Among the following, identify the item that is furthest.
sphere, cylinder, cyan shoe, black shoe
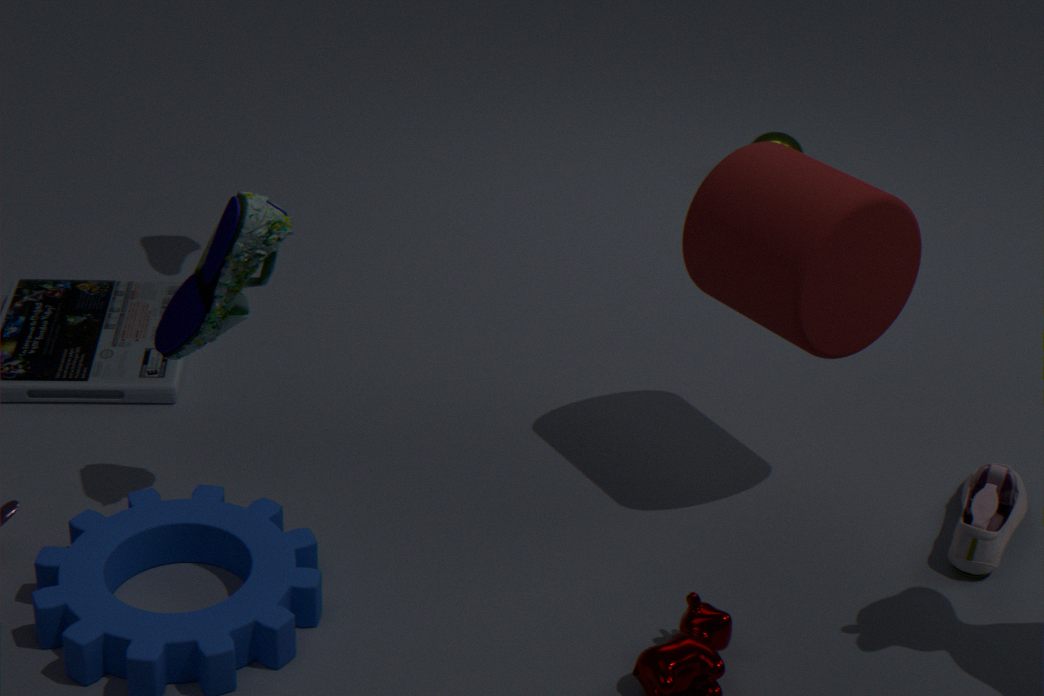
sphere
